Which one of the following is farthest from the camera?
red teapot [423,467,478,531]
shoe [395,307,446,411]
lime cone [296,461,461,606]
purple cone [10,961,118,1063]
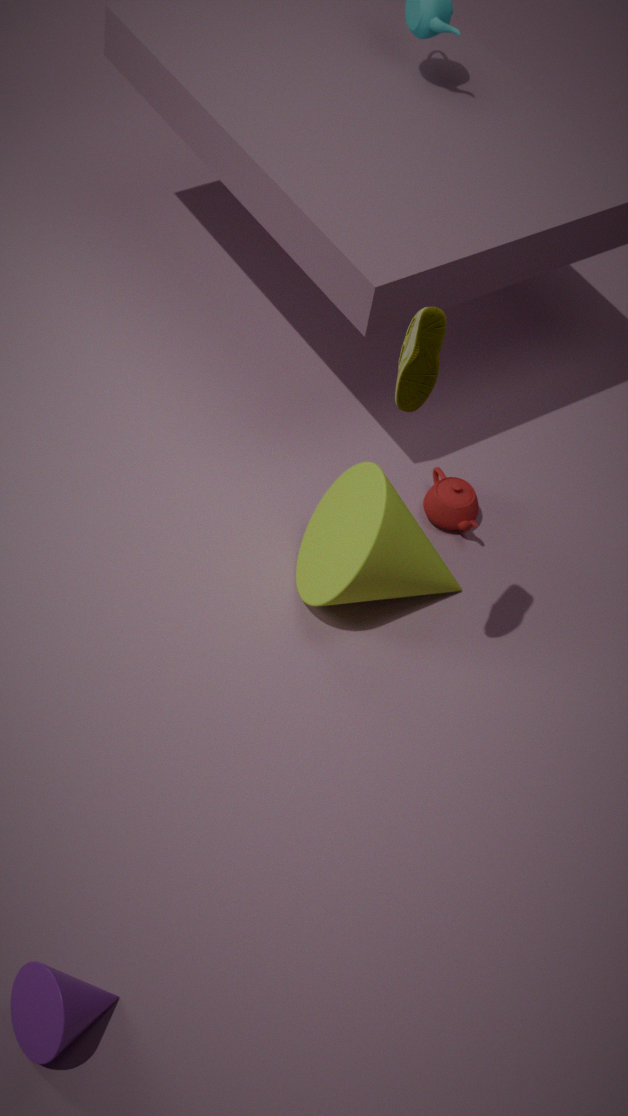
red teapot [423,467,478,531]
